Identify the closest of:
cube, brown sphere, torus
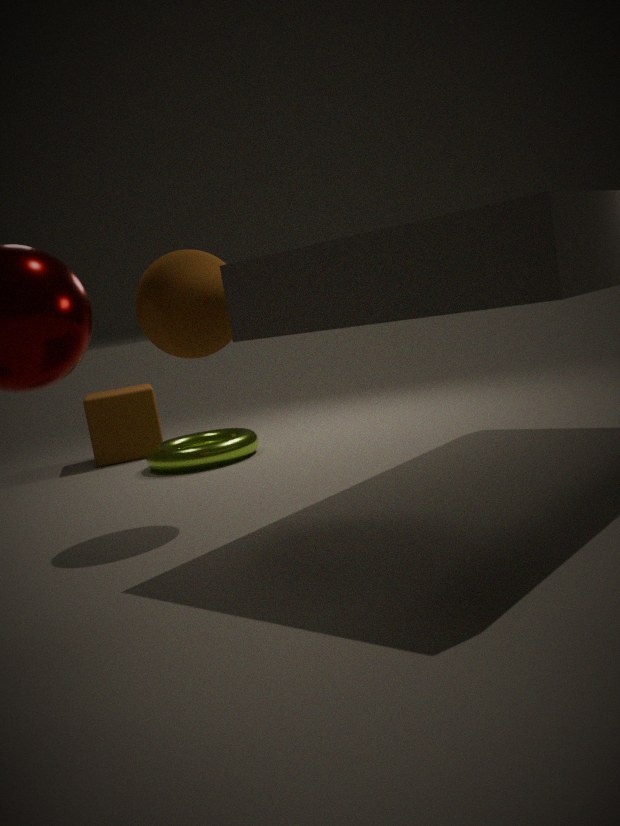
brown sphere
